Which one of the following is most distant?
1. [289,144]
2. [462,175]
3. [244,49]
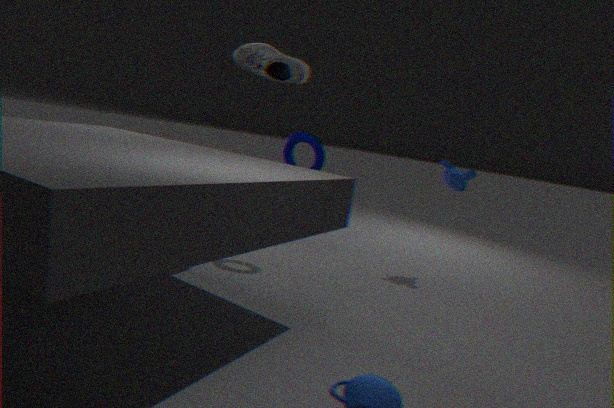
[462,175]
